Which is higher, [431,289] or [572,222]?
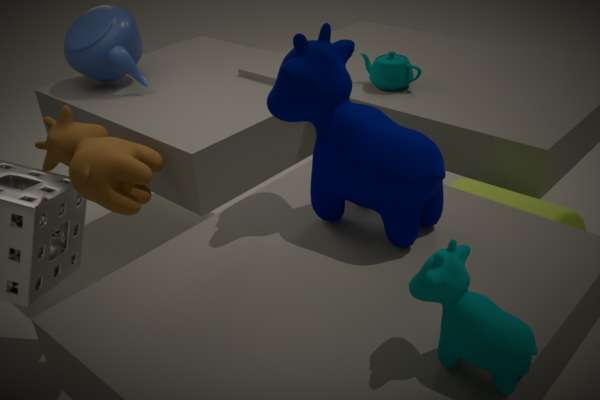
[431,289]
